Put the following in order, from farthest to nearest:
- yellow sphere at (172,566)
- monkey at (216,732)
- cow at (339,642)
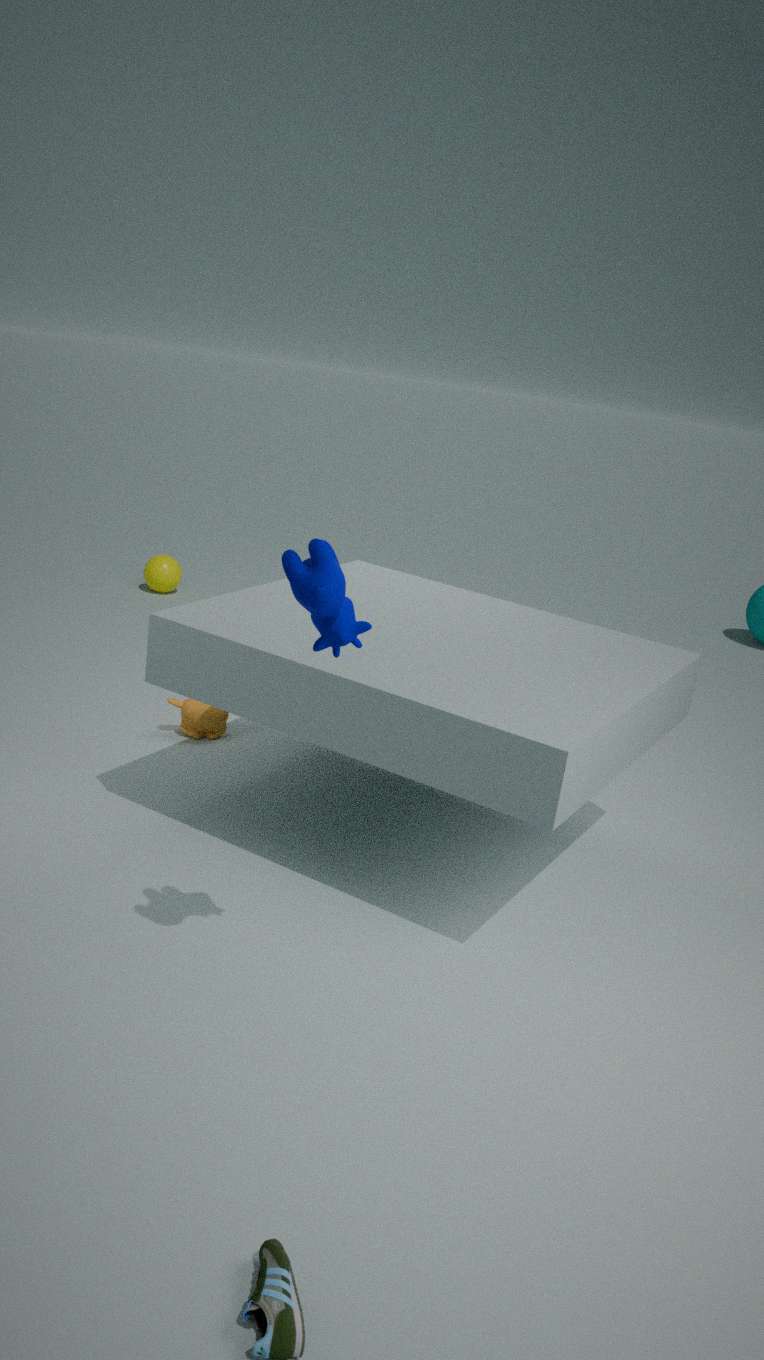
yellow sphere at (172,566)
monkey at (216,732)
cow at (339,642)
